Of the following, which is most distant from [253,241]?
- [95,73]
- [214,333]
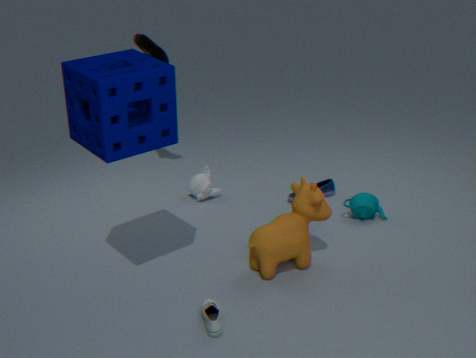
[95,73]
